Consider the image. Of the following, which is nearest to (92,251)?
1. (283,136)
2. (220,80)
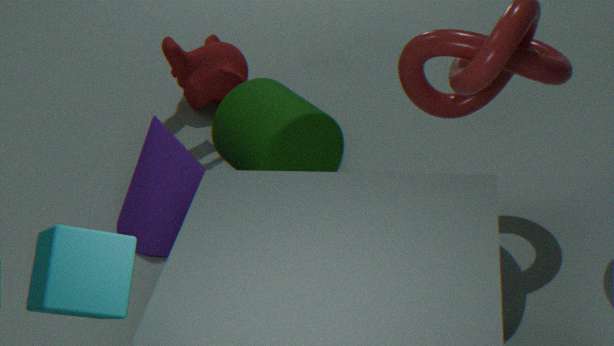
(283,136)
